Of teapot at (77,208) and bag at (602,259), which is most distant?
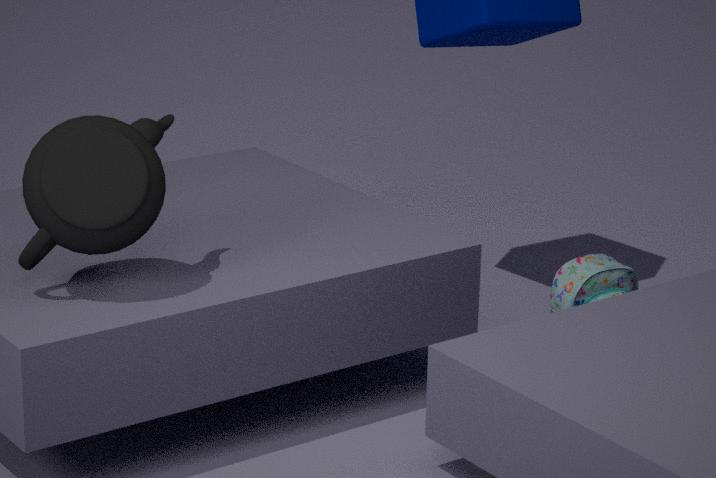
bag at (602,259)
